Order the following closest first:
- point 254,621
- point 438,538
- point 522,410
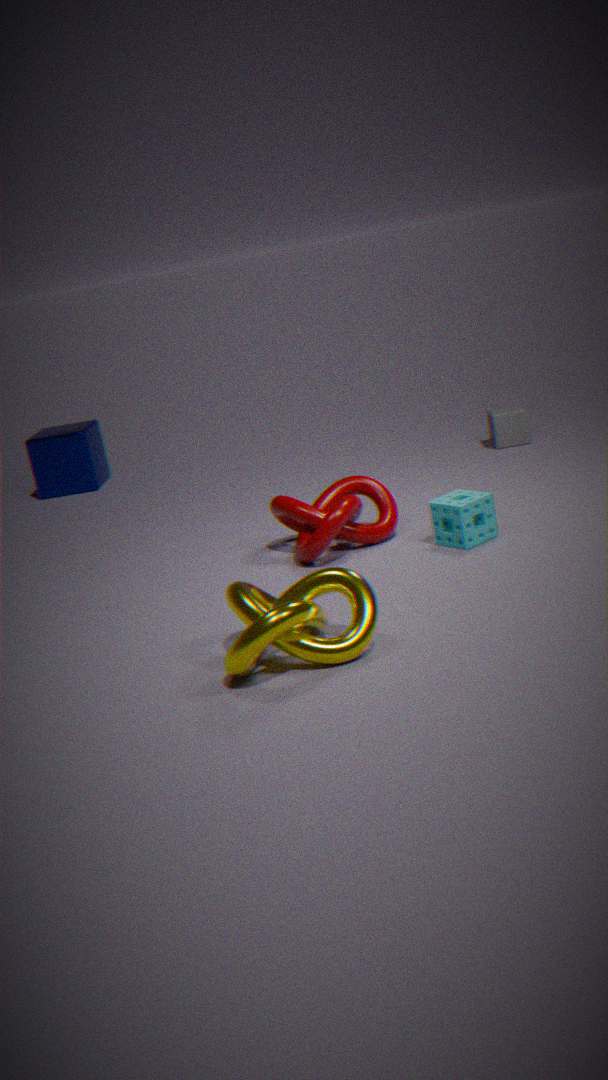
1. point 254,621
2. point 438,538
3. point 522,410
